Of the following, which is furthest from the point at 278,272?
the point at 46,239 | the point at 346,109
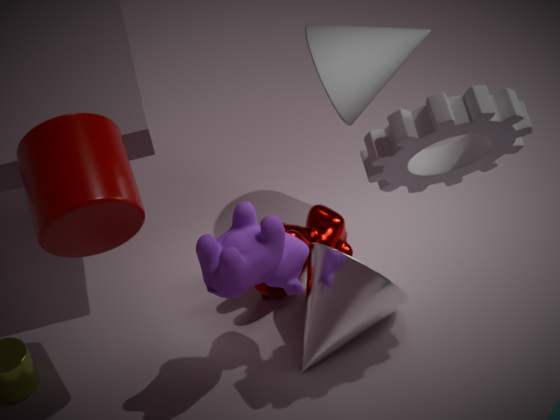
the point at 346,109
